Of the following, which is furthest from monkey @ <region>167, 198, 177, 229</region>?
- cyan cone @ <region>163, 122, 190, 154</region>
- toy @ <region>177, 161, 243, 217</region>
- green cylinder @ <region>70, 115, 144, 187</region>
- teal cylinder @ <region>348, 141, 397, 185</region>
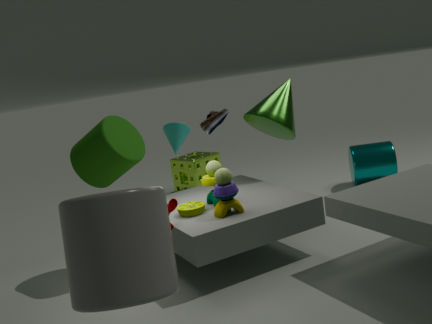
teal cylinder @ <region>348, 141, 397, 185</region>
